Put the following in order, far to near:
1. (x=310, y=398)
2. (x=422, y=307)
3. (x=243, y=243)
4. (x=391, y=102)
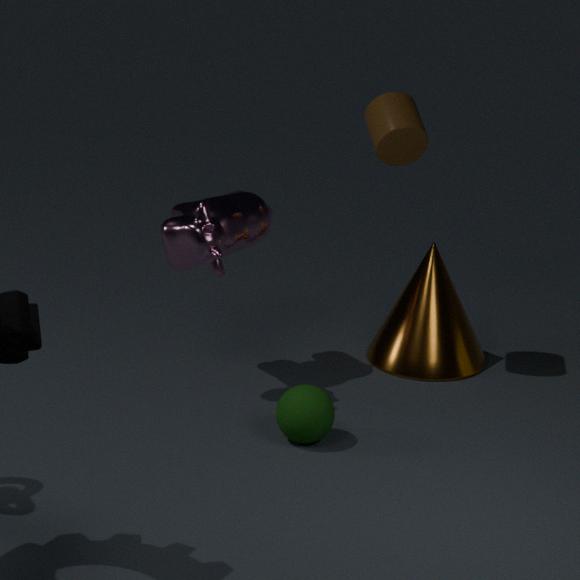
(x=422, y=307), (x=391, y=102), (x=243, y=243), (x=310, y=398)
